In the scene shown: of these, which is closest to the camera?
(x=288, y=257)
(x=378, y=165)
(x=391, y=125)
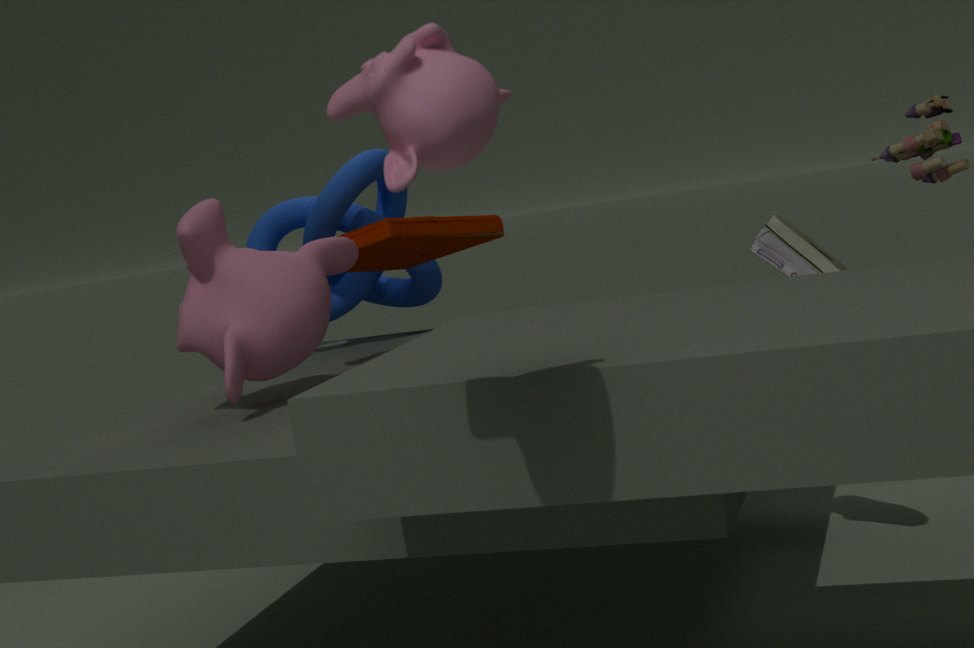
(x=391, y=125)
